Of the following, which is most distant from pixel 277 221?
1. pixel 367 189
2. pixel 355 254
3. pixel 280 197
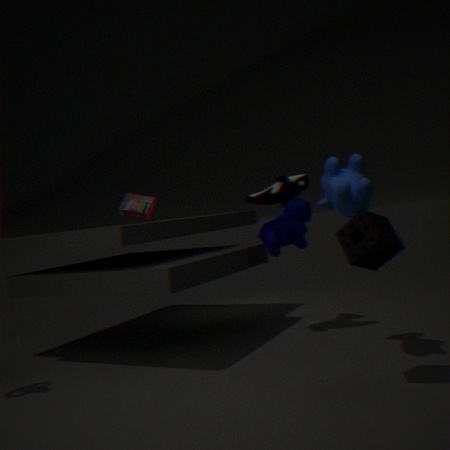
pixel 355 254
